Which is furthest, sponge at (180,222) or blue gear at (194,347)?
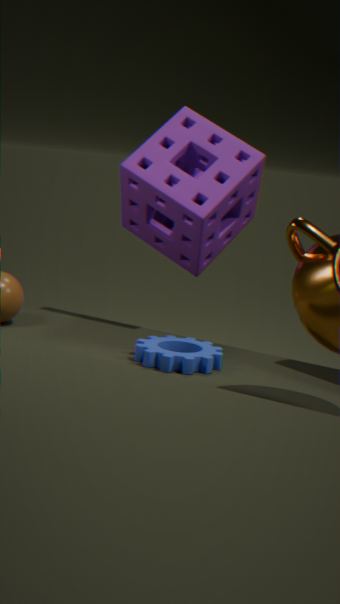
sponge at (180,222)
